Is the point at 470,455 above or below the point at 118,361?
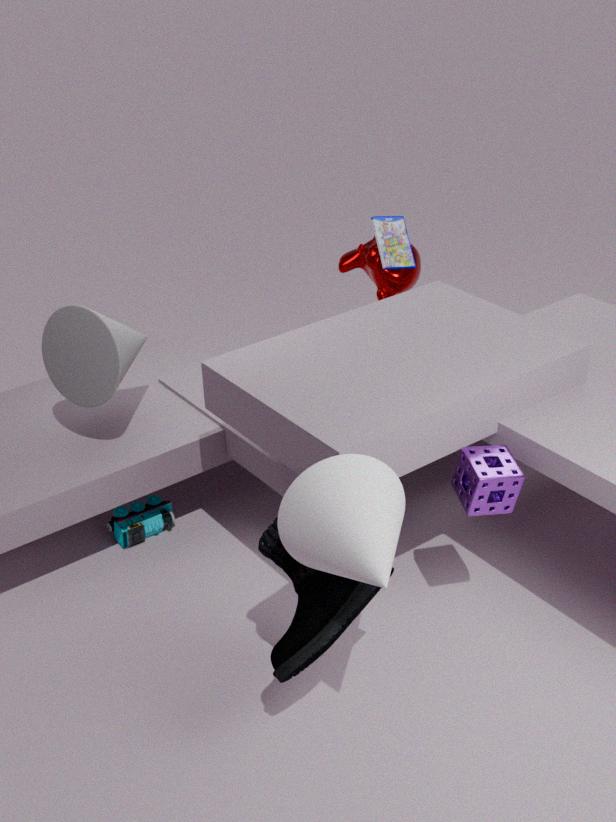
below
